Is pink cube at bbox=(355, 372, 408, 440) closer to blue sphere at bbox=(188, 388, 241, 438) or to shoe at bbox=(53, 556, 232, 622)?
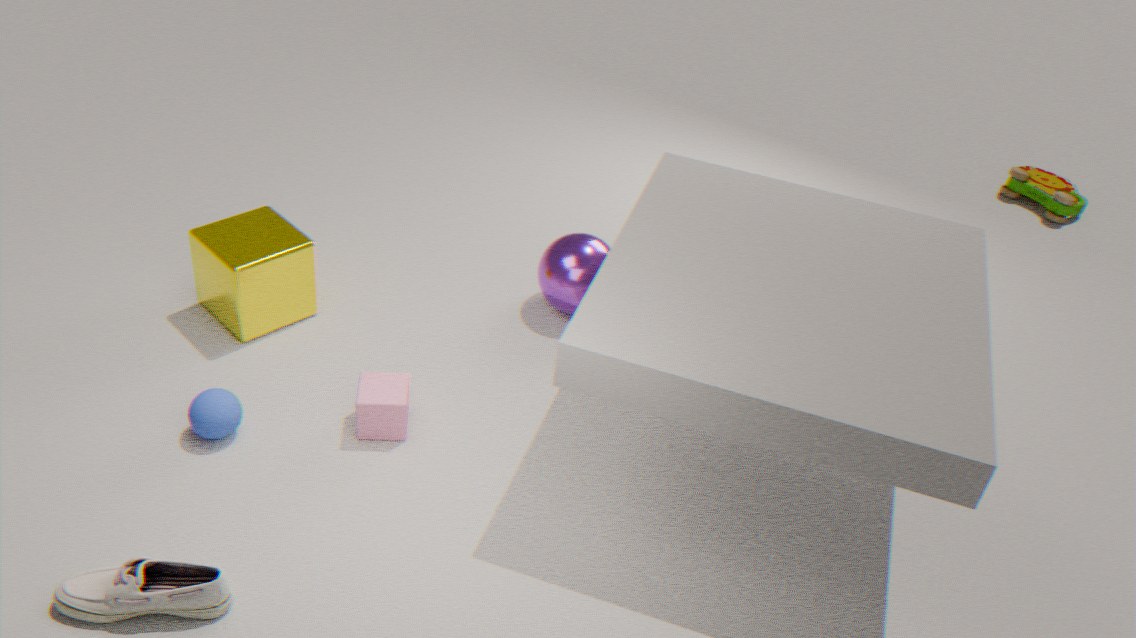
blue sphere at bbox=(188, 388, 241, 438)
